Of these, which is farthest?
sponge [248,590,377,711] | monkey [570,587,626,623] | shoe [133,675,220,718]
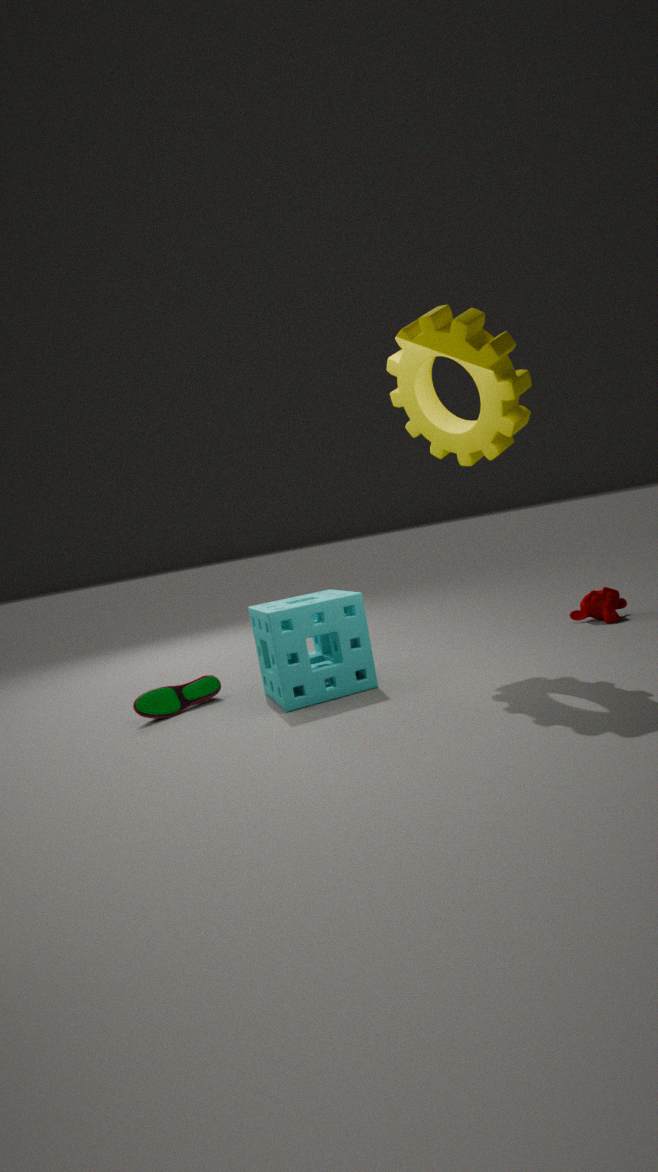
monkey [570,587,626,623]
